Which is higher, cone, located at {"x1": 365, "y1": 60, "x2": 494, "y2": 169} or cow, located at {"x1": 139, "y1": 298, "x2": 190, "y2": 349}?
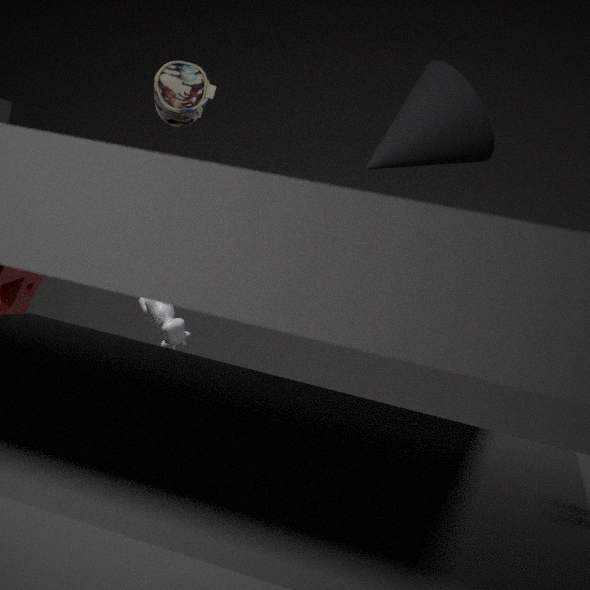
cone, located at {"x1": 365, "y1": 60, "x2": 494, "y2": 169}
